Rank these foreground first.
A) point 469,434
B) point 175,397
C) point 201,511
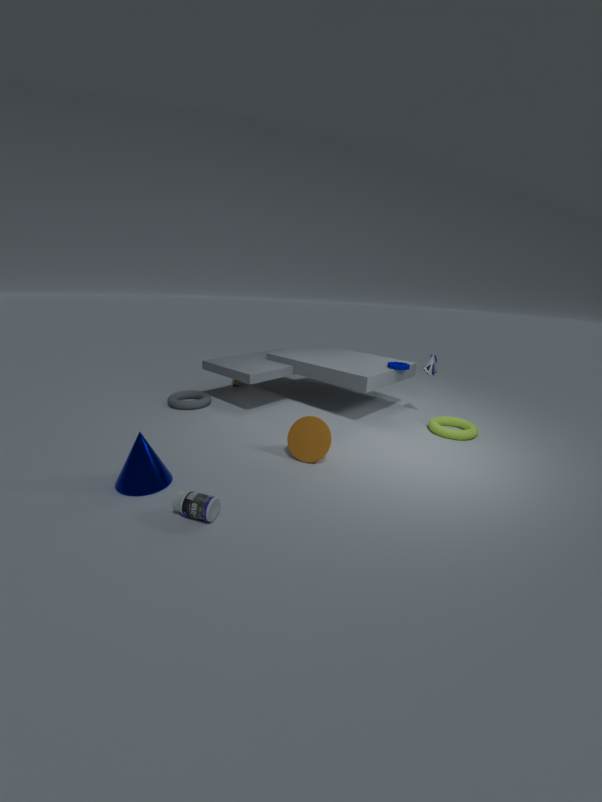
point 201,511 < point 469,434 < point 175,397
